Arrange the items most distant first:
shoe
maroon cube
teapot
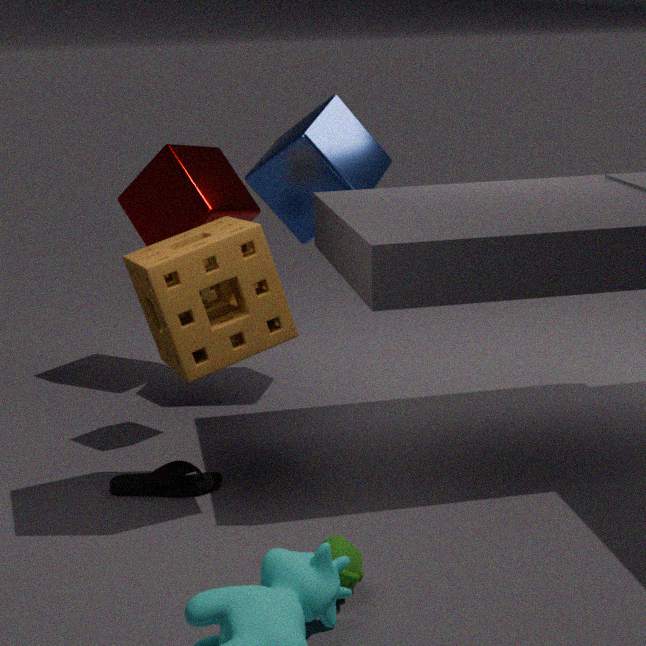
maroon cube → shoe → teapot
